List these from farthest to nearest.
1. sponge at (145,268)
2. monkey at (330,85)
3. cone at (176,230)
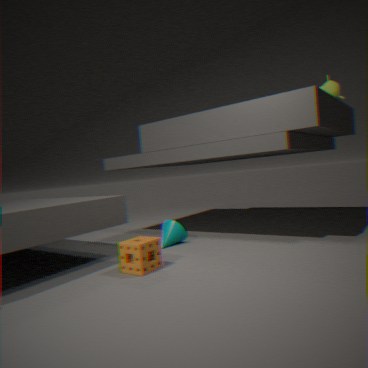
monkey at (330,85) < cone at (176,230) < sponge at (145,268)
